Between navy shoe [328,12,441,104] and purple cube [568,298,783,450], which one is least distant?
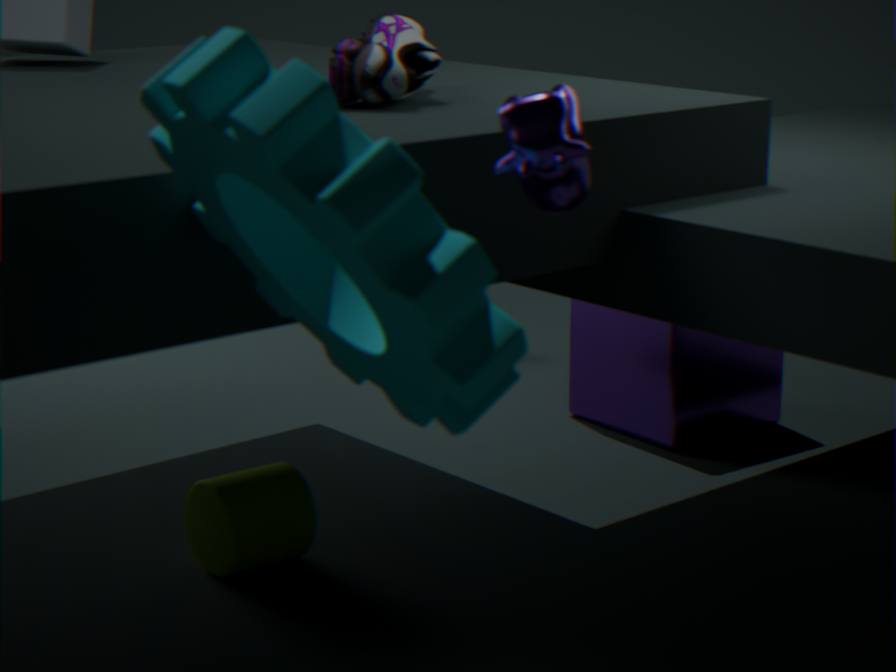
navy shoe [328,12,441,104]
